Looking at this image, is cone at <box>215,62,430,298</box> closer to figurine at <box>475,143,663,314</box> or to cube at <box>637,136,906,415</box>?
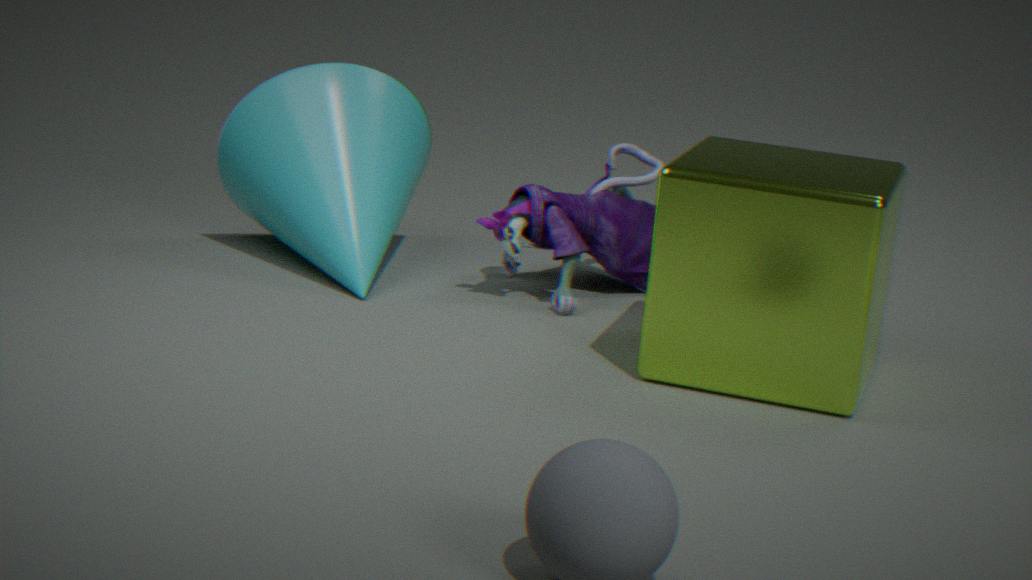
figurine at <box>475,143,663,314</box>
